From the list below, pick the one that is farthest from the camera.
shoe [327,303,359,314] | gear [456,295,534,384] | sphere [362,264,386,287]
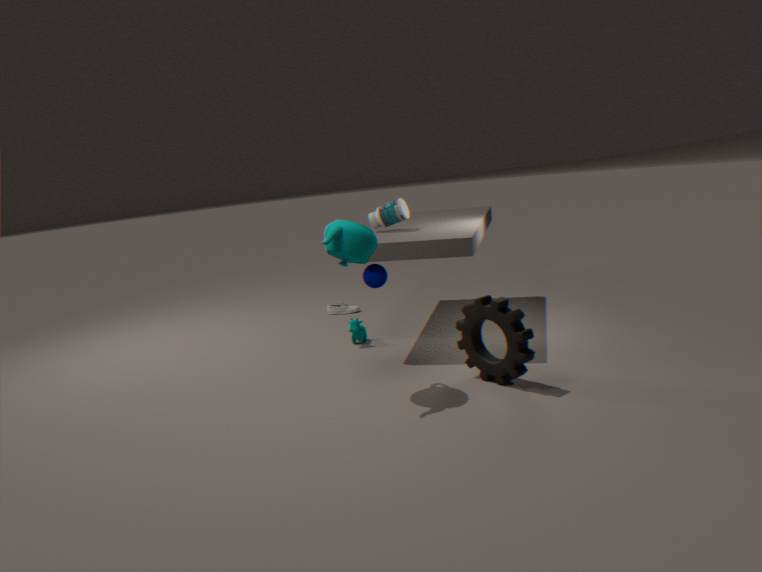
shoe [327,303,359,314]
